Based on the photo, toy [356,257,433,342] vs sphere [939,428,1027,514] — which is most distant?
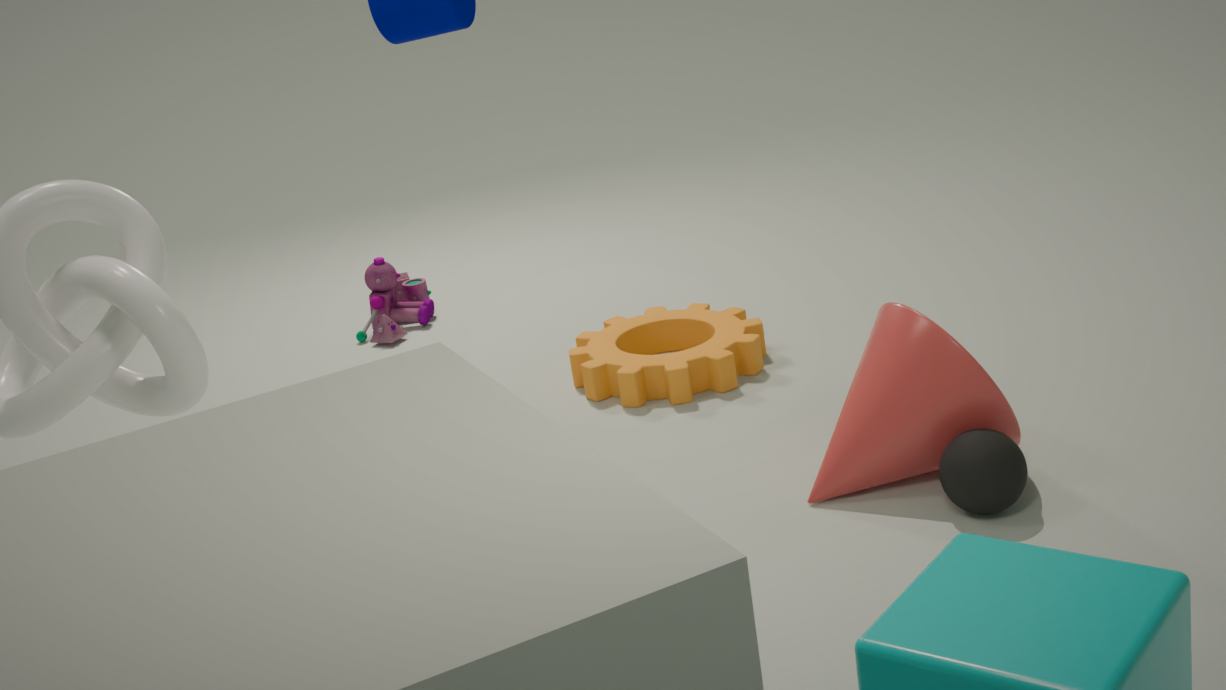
toy [356,257,433,342]
